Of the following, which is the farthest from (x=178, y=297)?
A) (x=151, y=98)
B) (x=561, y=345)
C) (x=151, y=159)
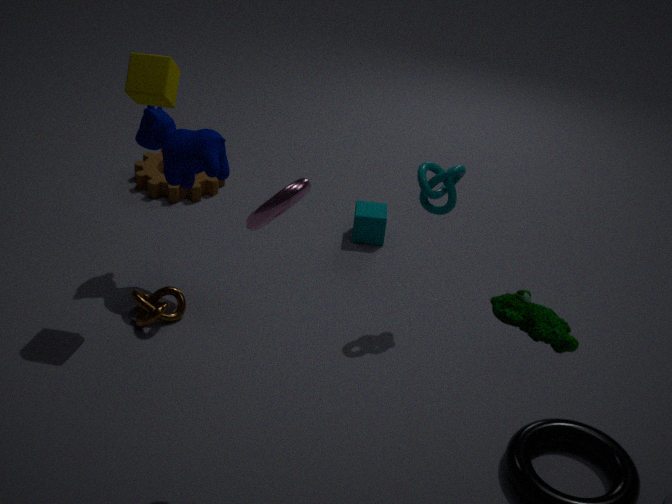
(x=561, y=345)
